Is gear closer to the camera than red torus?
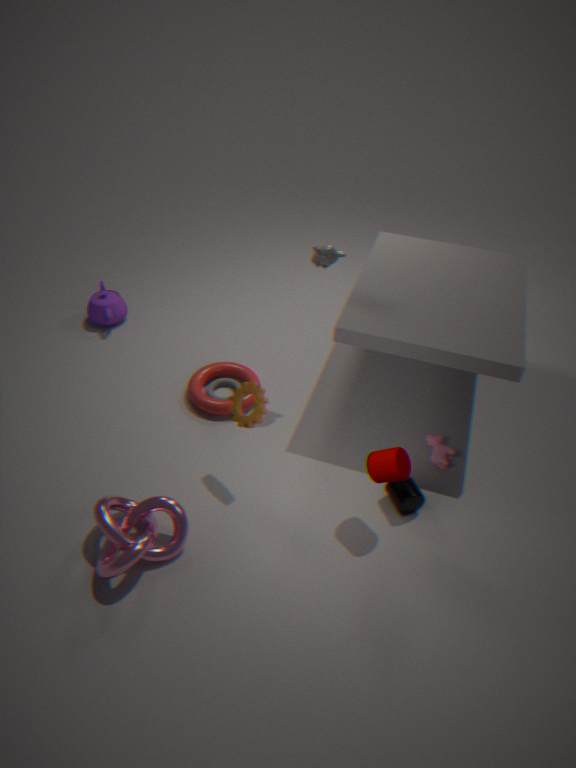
Yes
